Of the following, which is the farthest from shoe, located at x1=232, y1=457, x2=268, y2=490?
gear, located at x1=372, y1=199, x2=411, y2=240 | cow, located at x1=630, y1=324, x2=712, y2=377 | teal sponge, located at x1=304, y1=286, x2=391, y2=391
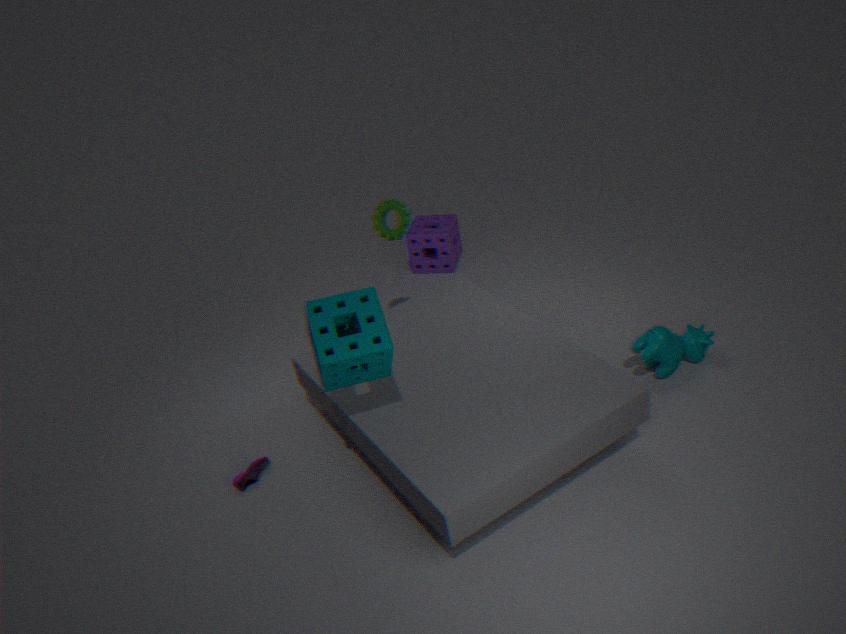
cow, located at x1=630, y1=324, x2=712, y2=377
